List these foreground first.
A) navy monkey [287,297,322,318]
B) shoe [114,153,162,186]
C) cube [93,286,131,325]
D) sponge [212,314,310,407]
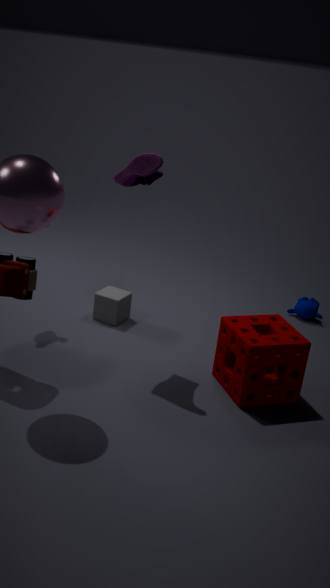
shoe [114,153,162,186]
sponge [212,314,310,407]
cube [93,286,131,325]
navy monkey [287,297,322,318]
